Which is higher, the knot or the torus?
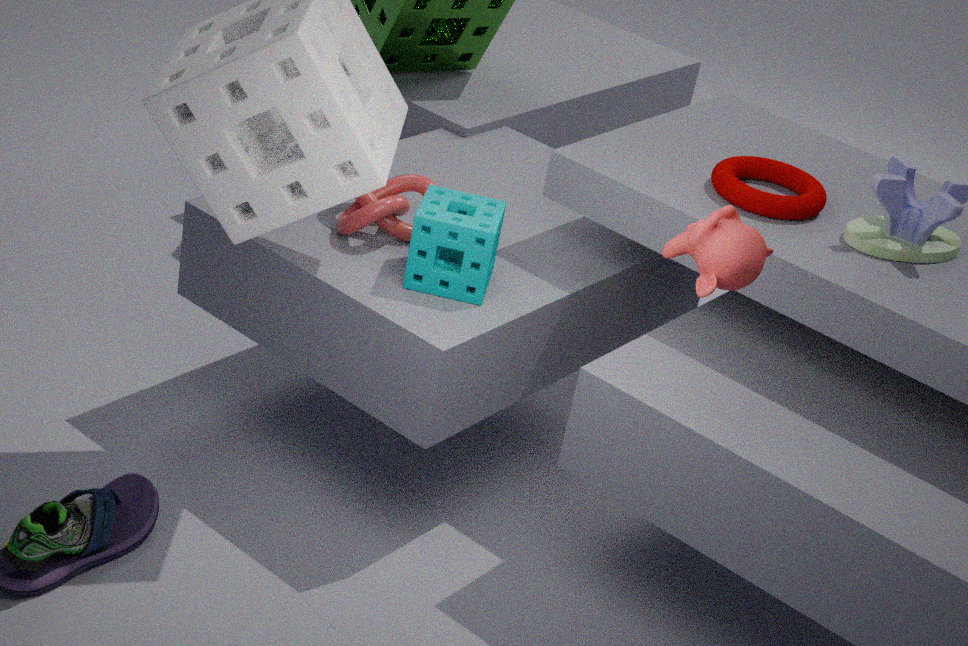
the torus
